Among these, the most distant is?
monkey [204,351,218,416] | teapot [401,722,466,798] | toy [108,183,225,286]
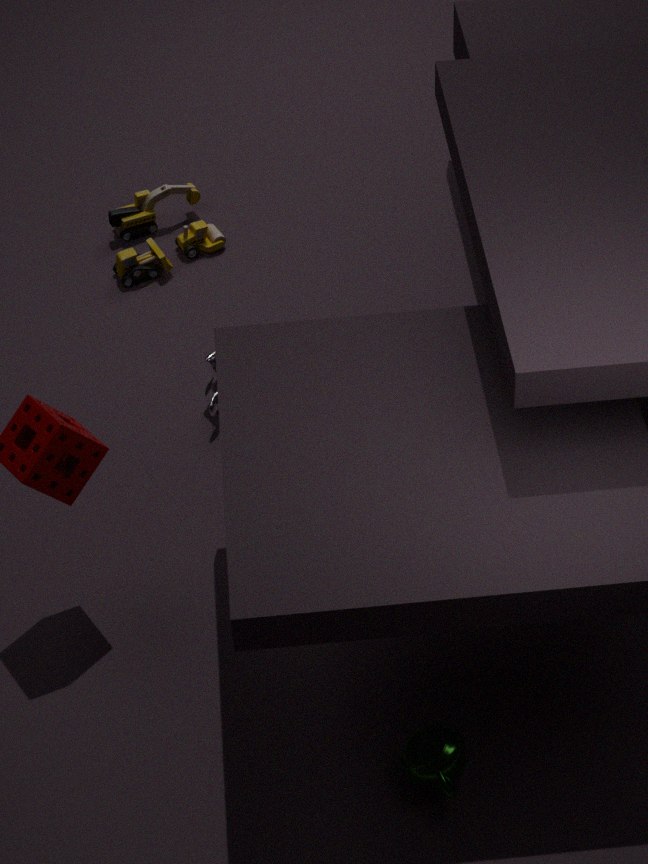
toy [108,183,225,286]
